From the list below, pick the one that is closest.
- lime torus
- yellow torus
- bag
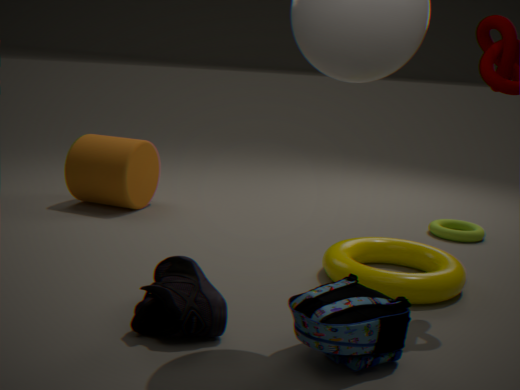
bag
